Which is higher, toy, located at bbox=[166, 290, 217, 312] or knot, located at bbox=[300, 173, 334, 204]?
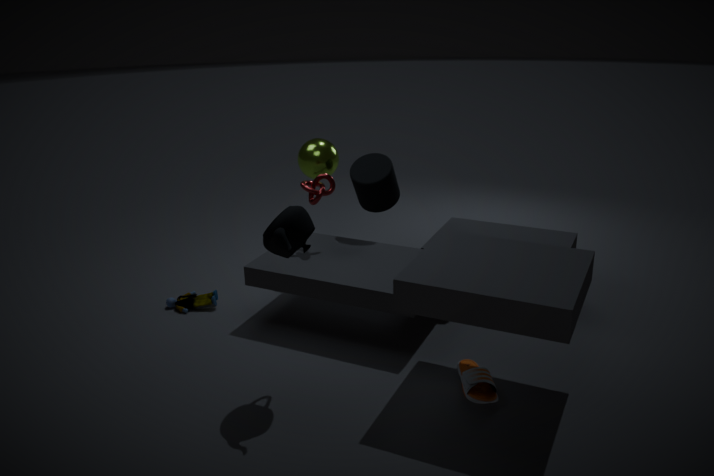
knot, located at bbox=[300, 173, 334, 204]
